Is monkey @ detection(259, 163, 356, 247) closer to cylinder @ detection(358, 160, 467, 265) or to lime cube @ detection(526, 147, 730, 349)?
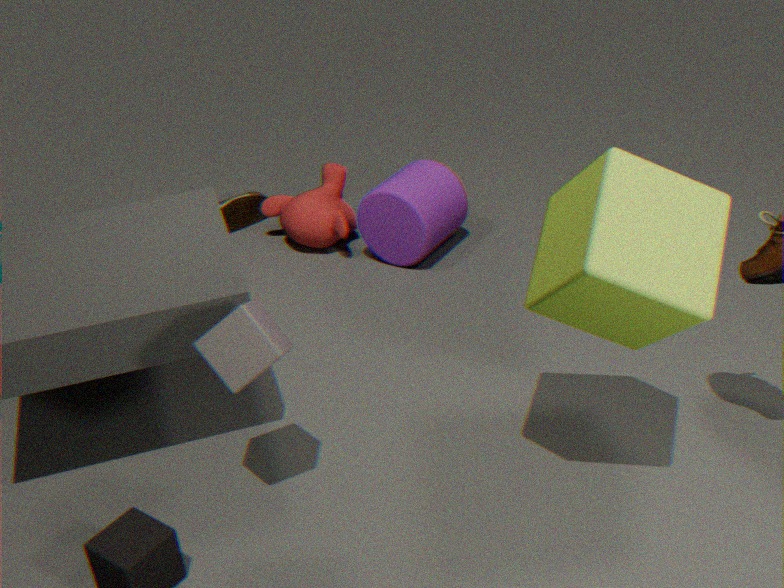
cylinder @ detection(358, 160, 467, 265)
